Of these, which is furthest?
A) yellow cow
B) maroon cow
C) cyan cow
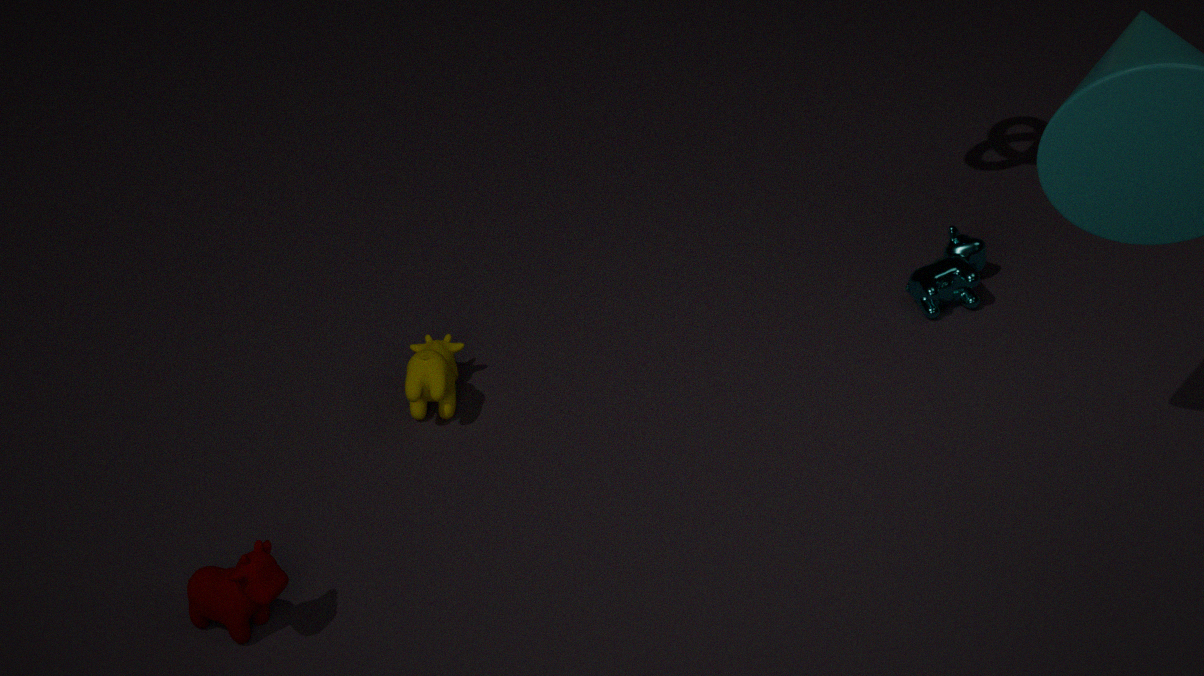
cyan cow
